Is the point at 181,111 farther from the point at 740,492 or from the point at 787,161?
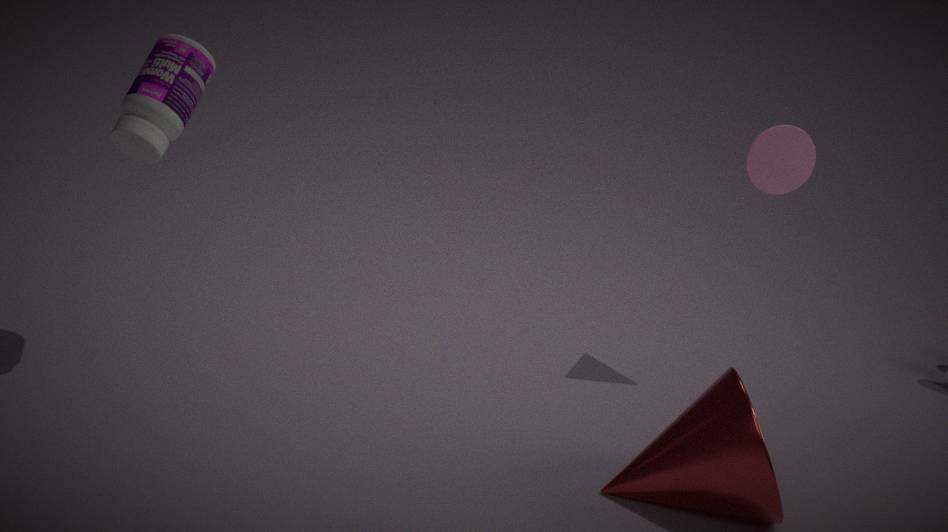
the point at 787,161
